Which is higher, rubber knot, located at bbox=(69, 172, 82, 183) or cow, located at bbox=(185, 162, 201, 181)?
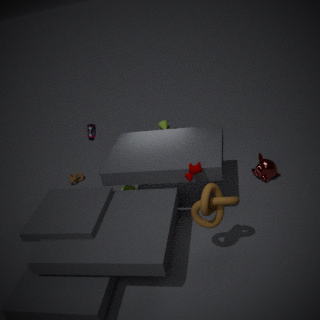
cow, located at bbox=(185, 162, 201, 181)
